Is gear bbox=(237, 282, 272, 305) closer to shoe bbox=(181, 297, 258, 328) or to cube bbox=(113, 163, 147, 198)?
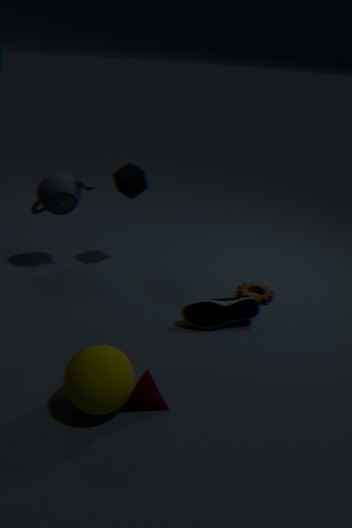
shoe bbox=(181, 297, 258, 328)
